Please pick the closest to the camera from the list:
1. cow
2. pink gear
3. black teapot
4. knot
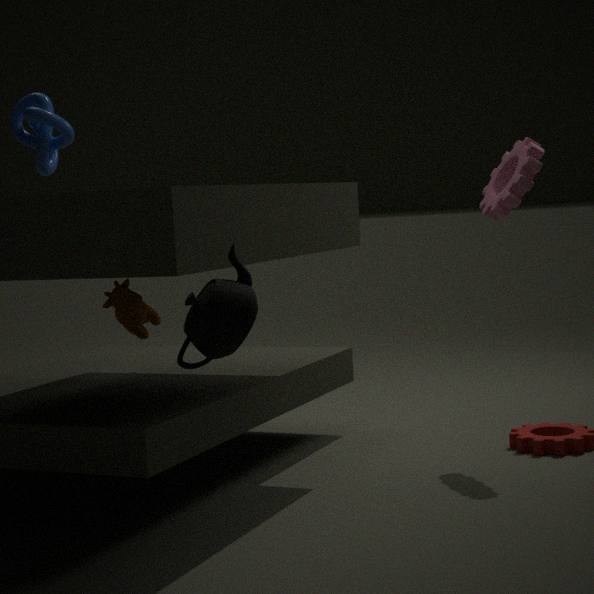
black teapot
